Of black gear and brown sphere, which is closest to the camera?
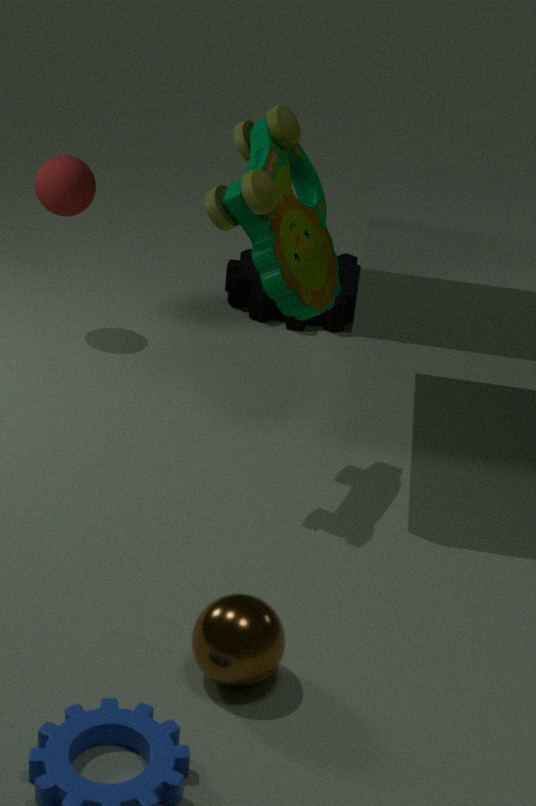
brown sphere
